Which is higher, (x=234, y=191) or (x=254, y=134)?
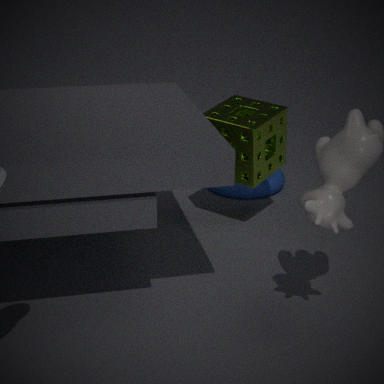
(x=254, y=134)
